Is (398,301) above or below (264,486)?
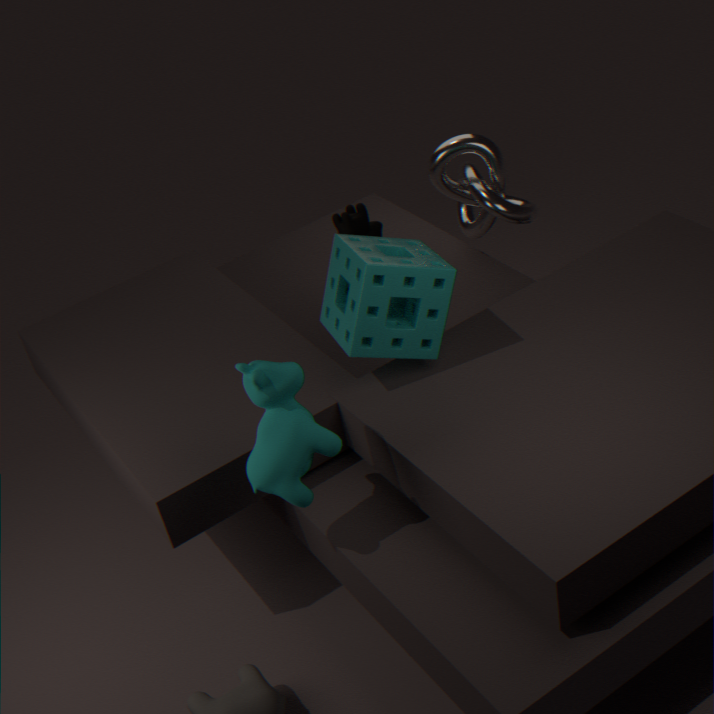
above
